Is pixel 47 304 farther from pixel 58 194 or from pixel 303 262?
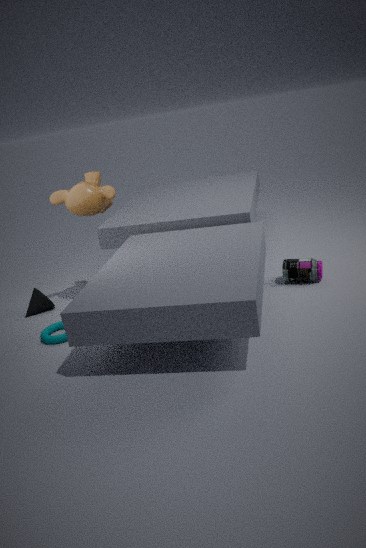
pixel 303 262
